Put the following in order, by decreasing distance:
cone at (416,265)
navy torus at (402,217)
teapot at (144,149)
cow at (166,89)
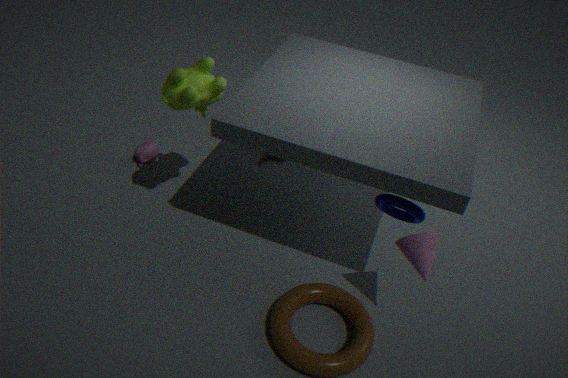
teapot at (144,149) < cow at (166,89) < navy torus at (402,217) < cone at (416,265)
